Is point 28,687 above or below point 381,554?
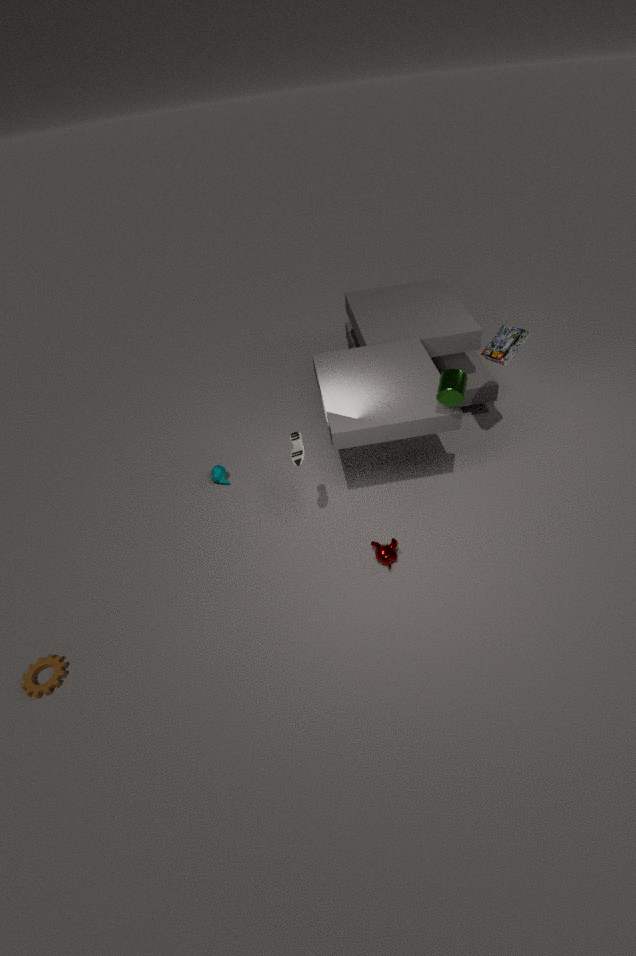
below
